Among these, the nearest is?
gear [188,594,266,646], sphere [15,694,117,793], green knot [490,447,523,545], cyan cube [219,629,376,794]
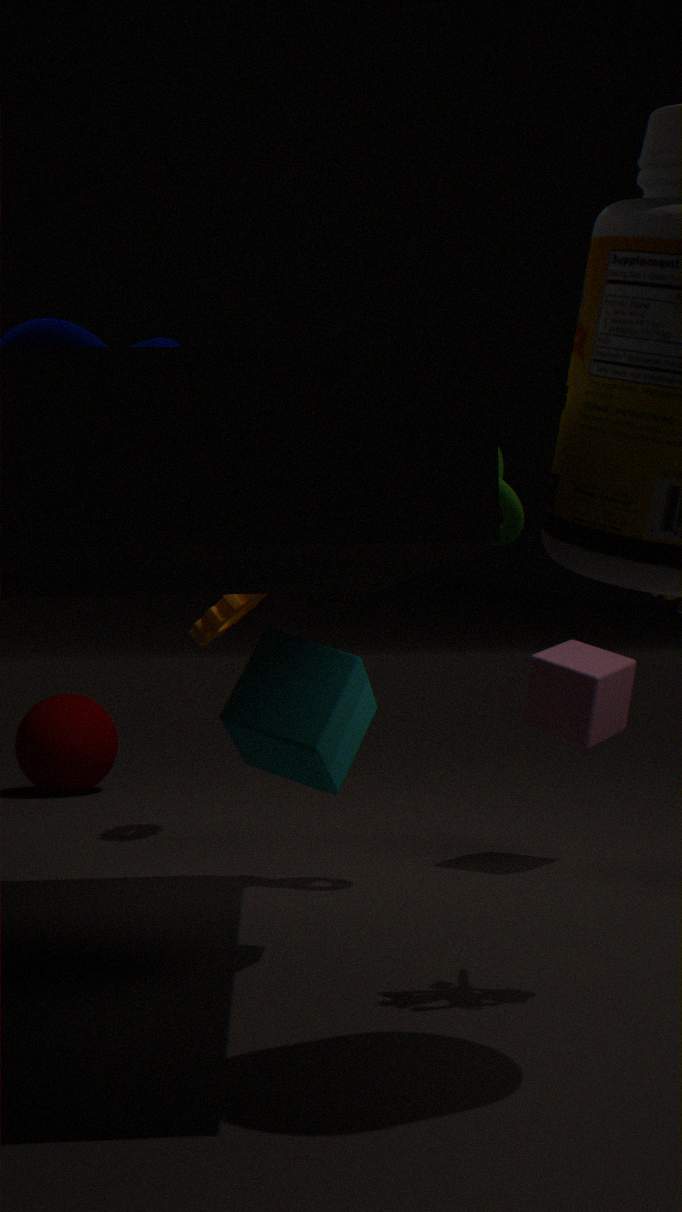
cyan cube [219,629,376,794]
